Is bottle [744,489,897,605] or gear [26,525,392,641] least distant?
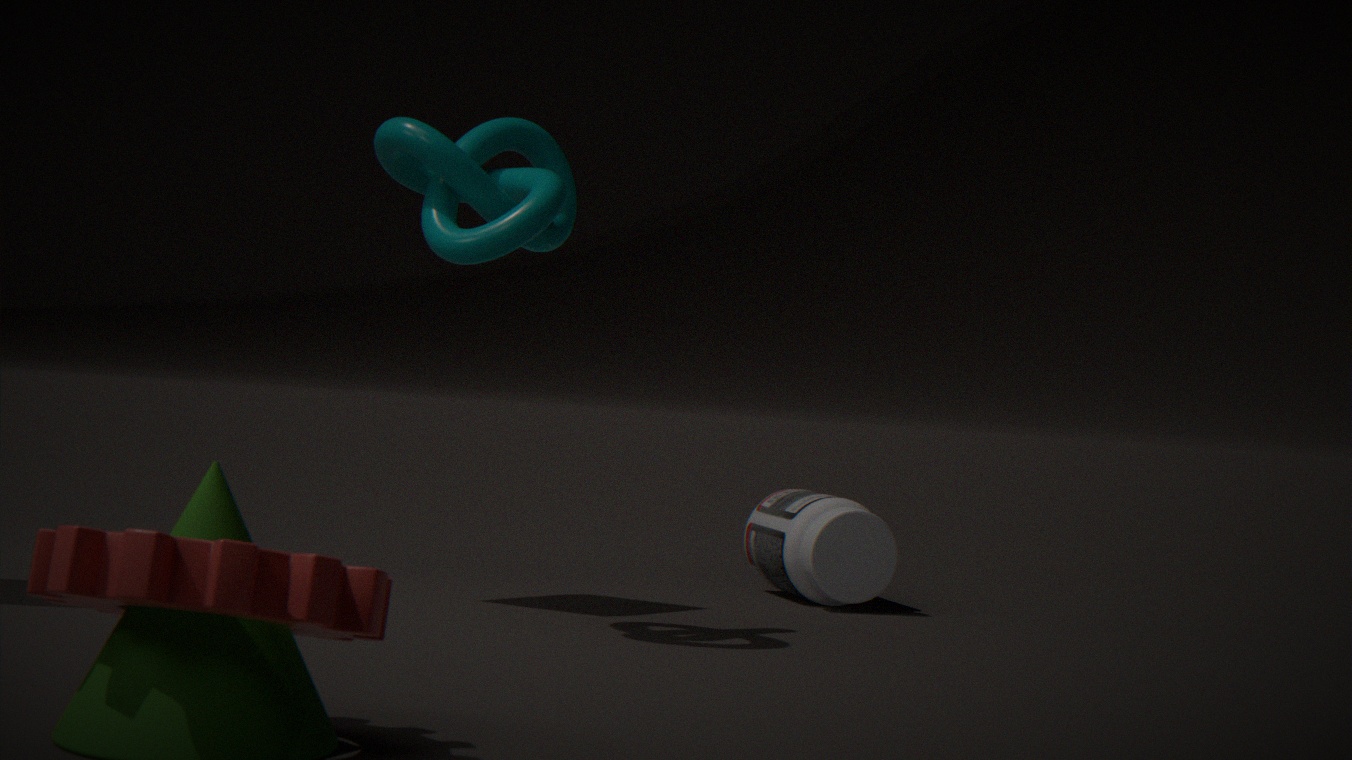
gear [26,525,392,641]
